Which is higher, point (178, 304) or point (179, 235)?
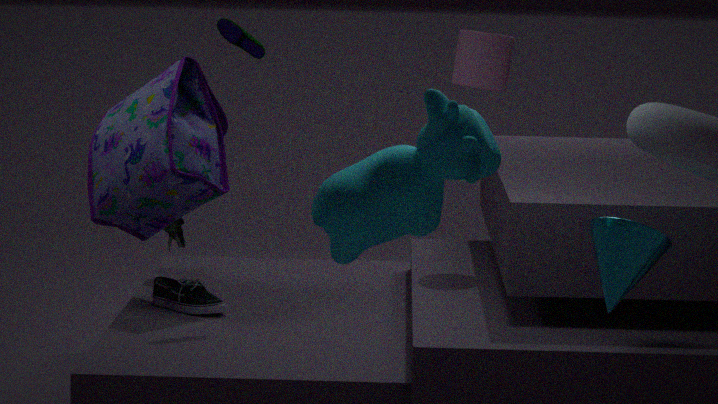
point (179, 235)
